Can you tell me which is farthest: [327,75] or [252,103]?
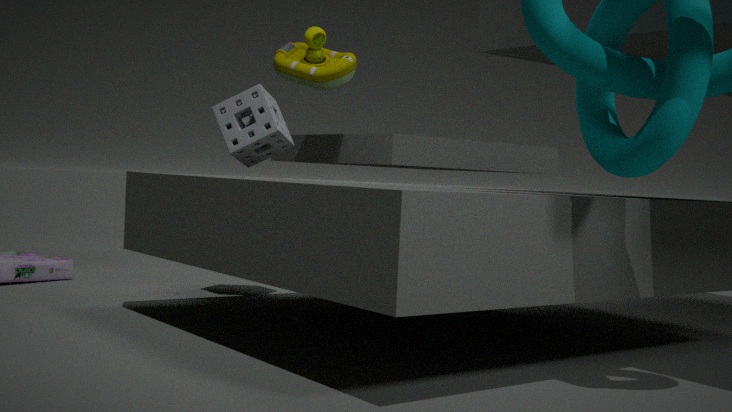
[327,75]
